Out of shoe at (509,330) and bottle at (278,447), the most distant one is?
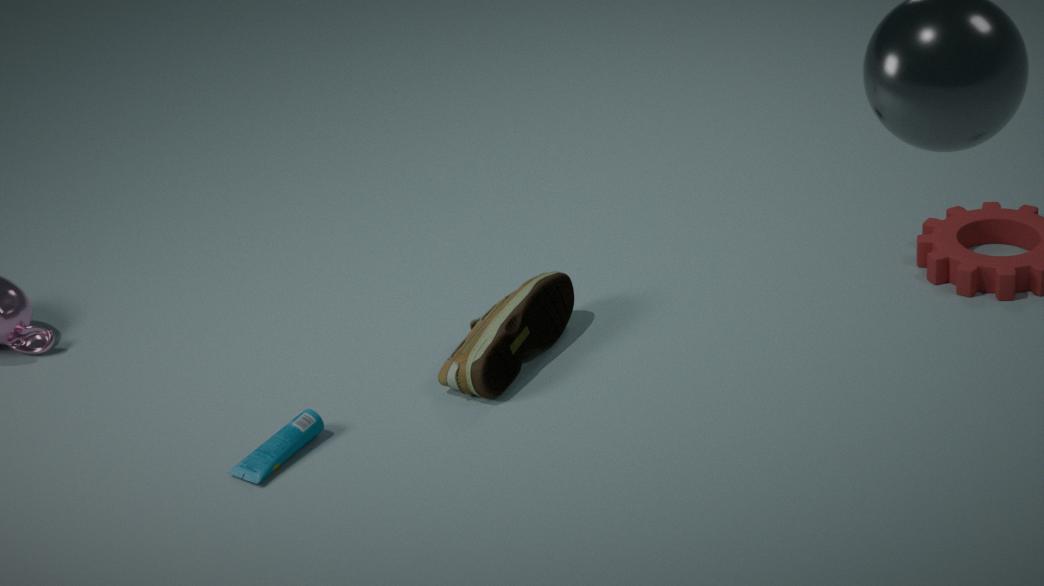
shoe at (509,330)
